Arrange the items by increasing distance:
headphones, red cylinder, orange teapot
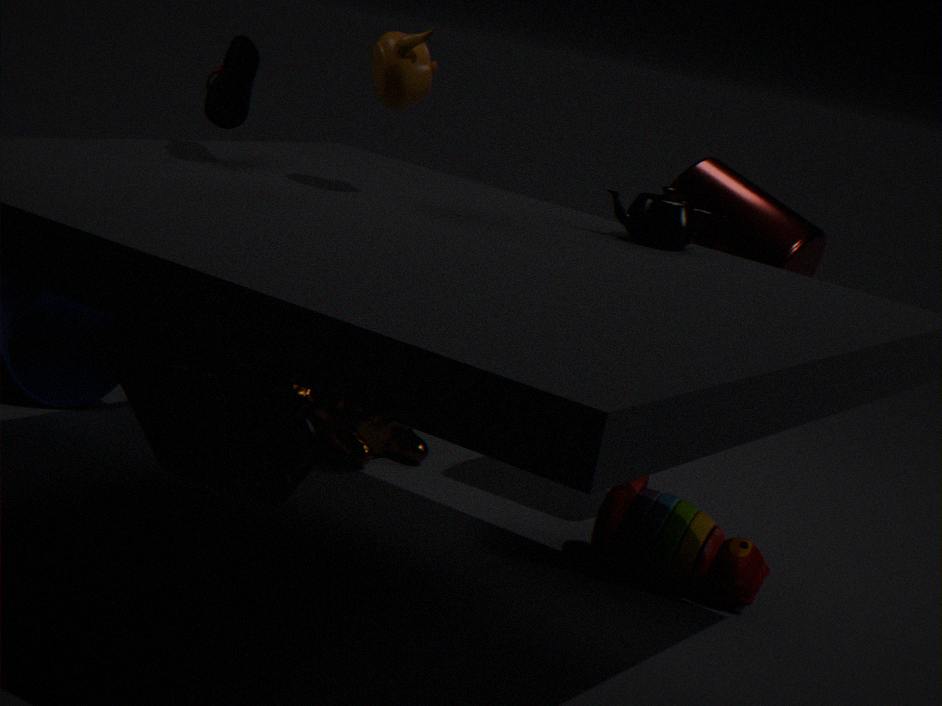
headphones, orange teapot, red cylinder
